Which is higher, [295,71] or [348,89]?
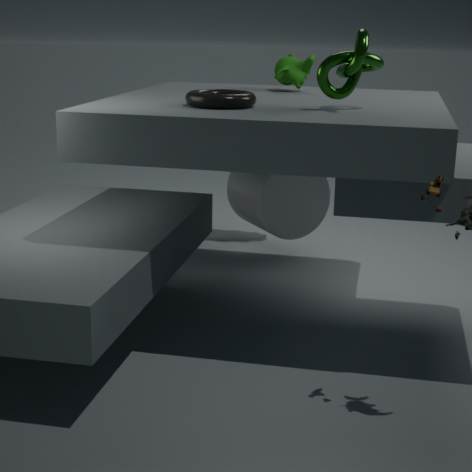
[348,89]
